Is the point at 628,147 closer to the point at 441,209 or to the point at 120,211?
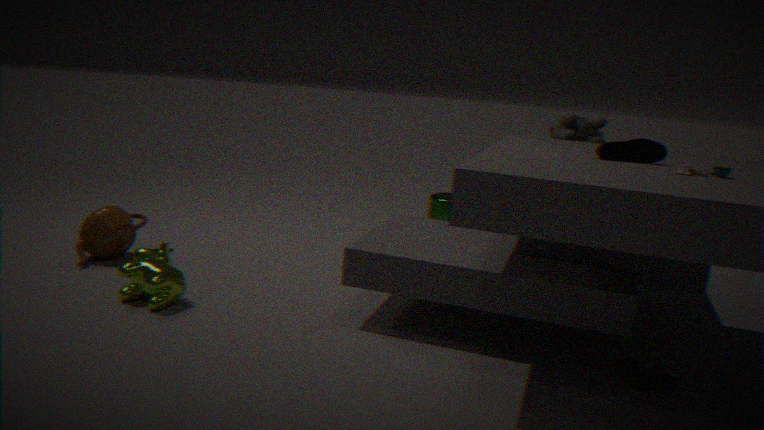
the point at 441,209
